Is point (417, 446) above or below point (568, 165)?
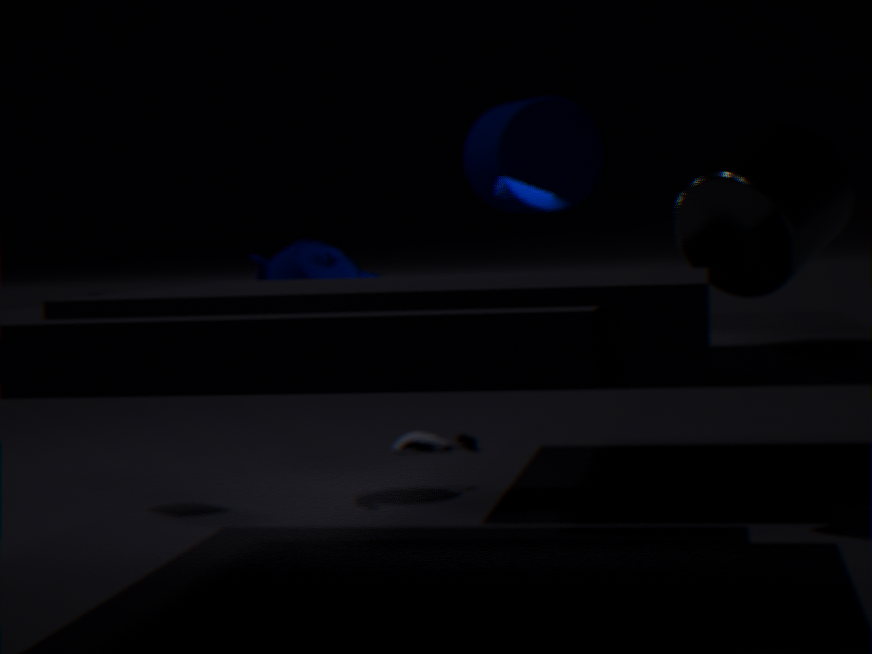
below
